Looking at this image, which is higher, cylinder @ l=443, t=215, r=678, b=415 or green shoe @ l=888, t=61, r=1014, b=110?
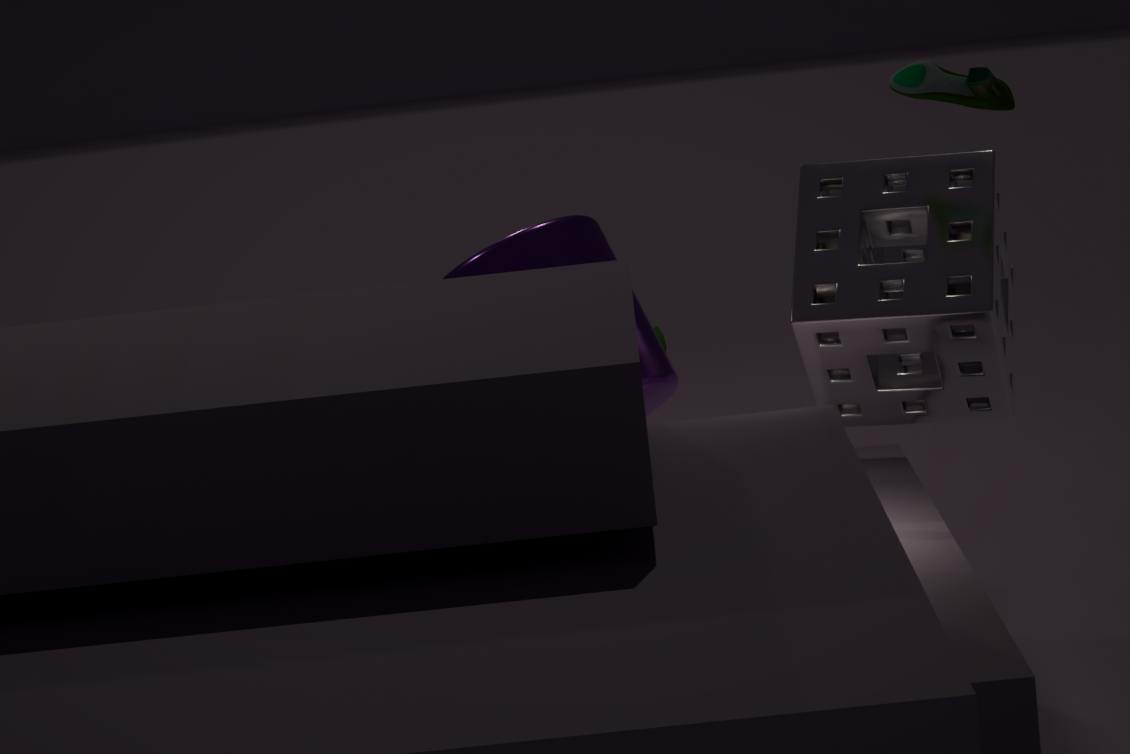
green shoe @ l=888, t=61, r=1014, b=110
